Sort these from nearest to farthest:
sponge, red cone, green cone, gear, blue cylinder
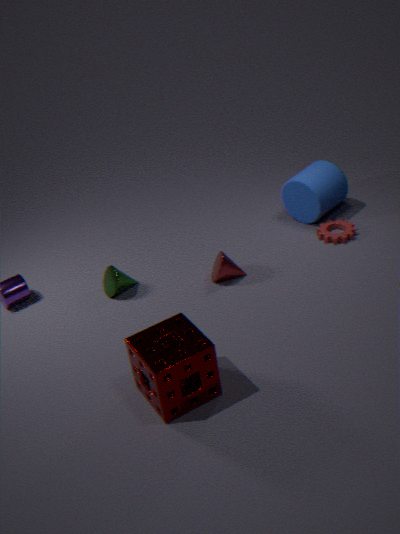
sponge → red cone → green cone → gear → blue cylinder
